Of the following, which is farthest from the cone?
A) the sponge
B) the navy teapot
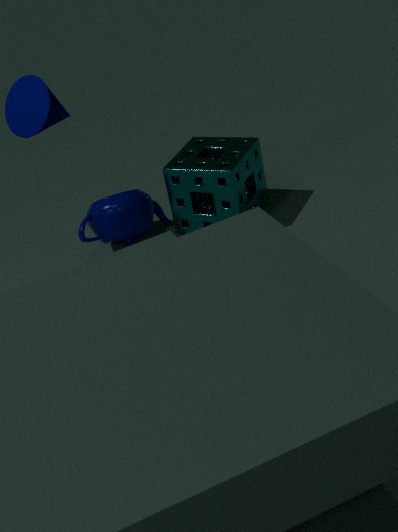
the sponge
